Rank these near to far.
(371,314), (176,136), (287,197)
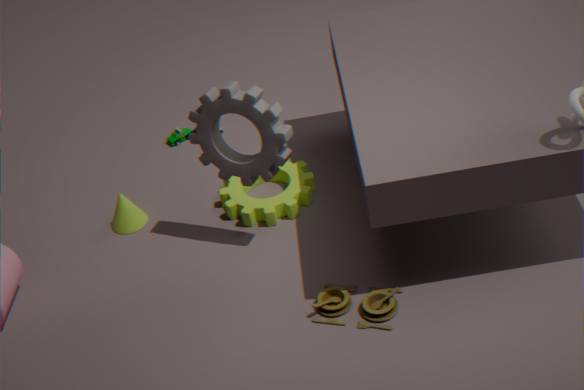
(371,314) < (287,197) < (176,136)
